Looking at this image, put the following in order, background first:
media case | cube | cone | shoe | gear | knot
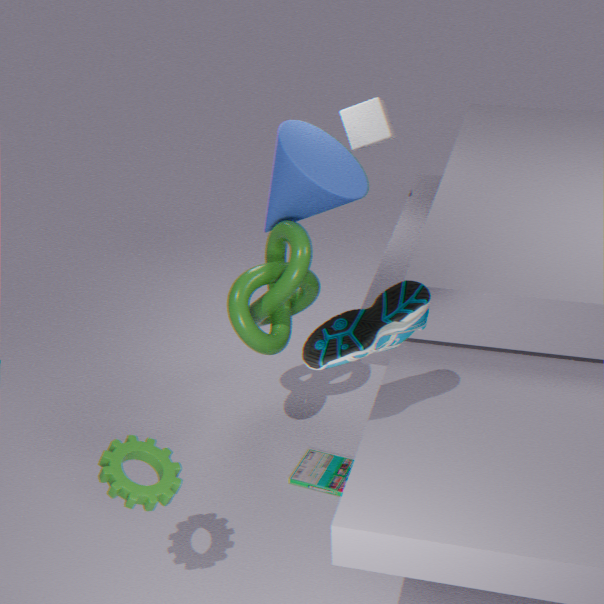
1. cube
2. media case
3. knot
4. cone
5. gear
6. shoe
